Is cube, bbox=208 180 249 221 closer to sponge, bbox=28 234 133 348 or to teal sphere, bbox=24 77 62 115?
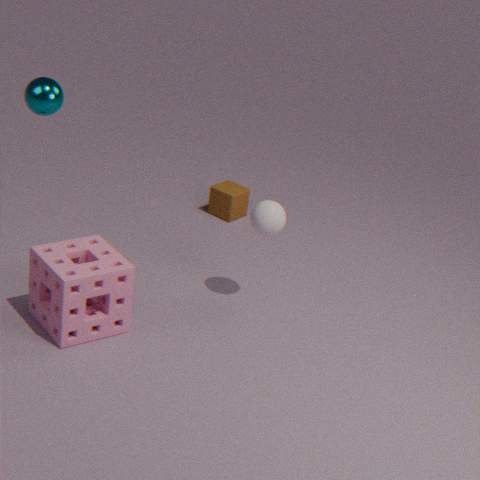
sponge, bbox=28 234 133 348
